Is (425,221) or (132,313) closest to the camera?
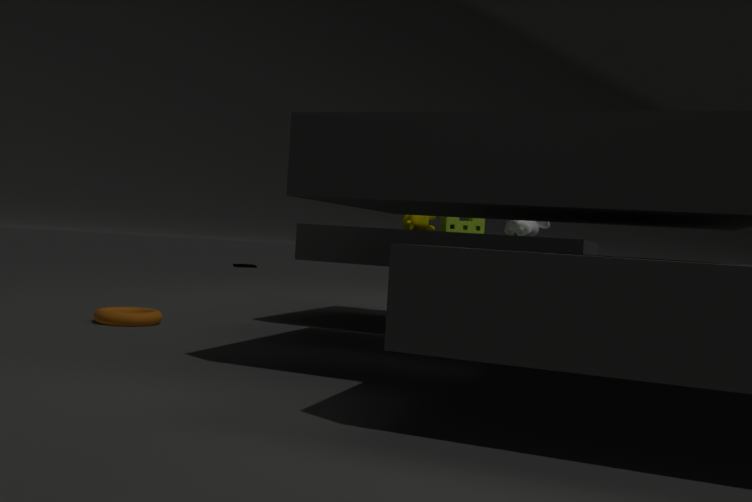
(132,313)
